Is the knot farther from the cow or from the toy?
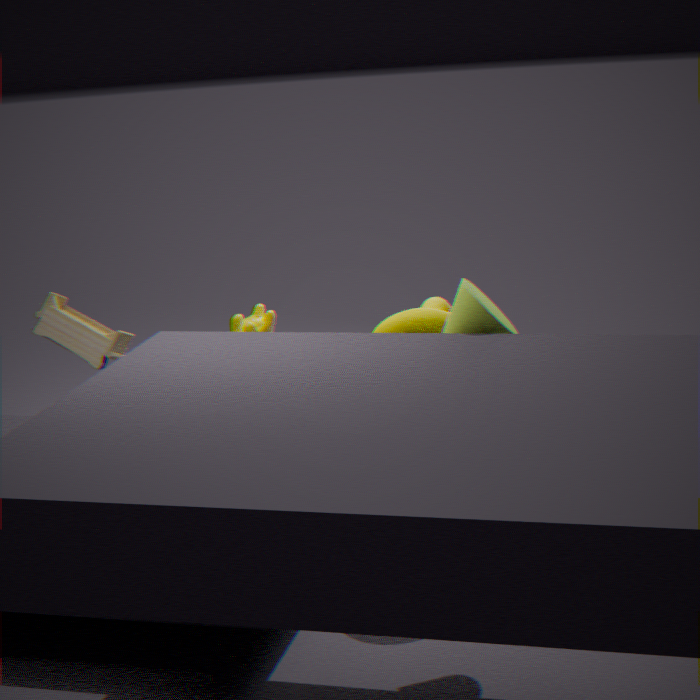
the toy
